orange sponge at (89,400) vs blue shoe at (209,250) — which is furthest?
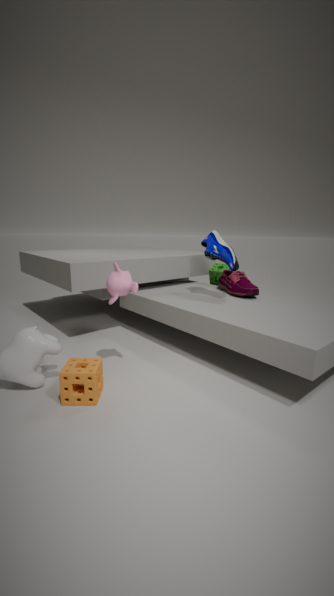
blue shoe at (209,250)
